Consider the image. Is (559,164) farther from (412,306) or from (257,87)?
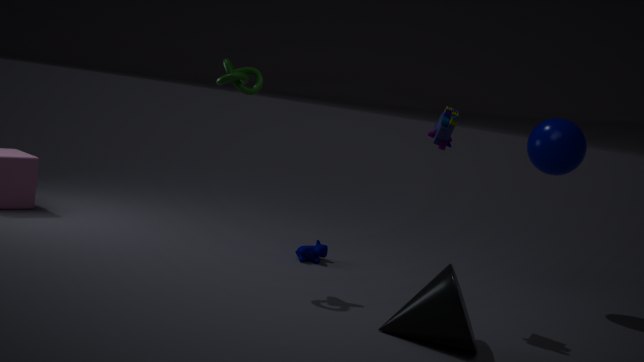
(257,87)
